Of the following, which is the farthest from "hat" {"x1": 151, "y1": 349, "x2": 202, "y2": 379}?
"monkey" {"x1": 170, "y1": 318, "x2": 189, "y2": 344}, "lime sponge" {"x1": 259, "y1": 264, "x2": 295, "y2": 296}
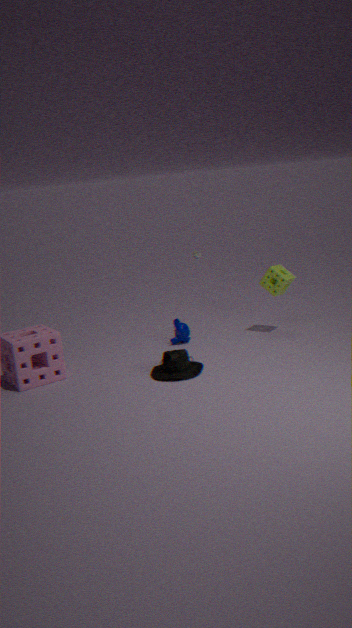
"lime sponge" {"x1": 259, "y1": 264, "x2": 295, "y2": 296}
